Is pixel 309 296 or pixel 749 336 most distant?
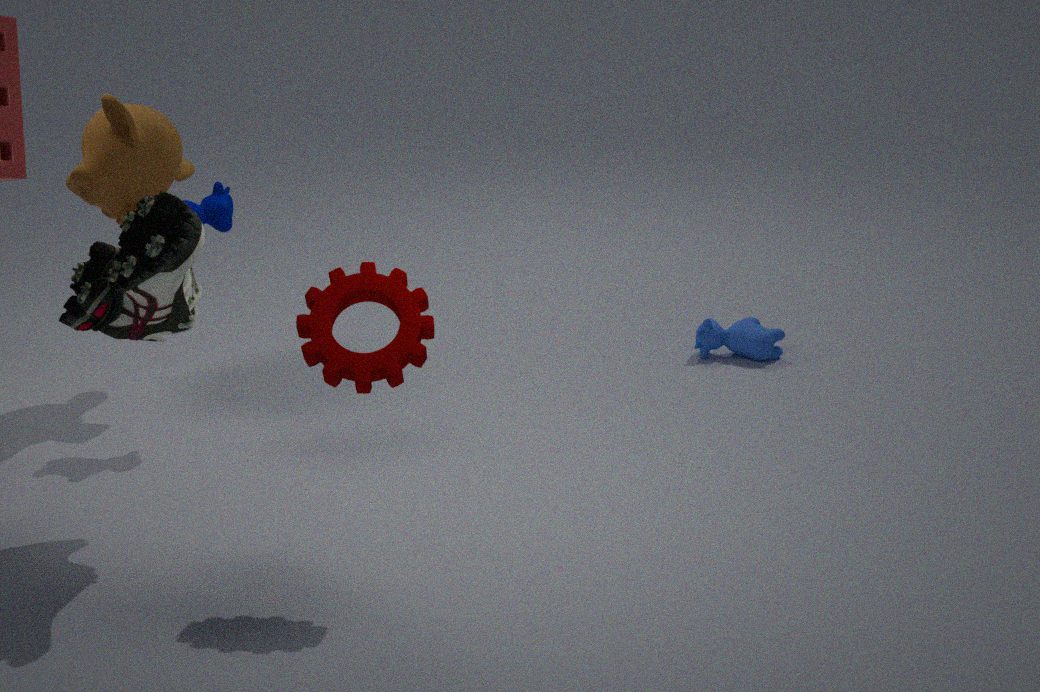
pixel 749 336
